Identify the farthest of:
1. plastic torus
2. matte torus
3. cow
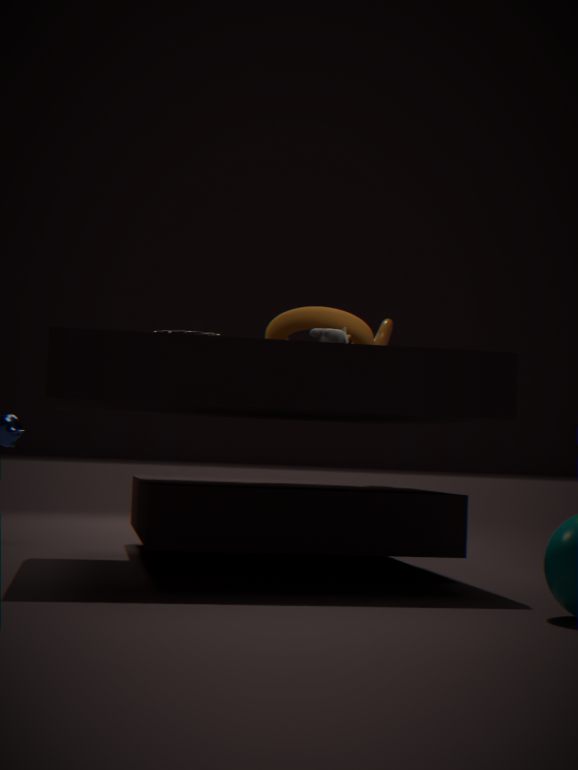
plastic torus
